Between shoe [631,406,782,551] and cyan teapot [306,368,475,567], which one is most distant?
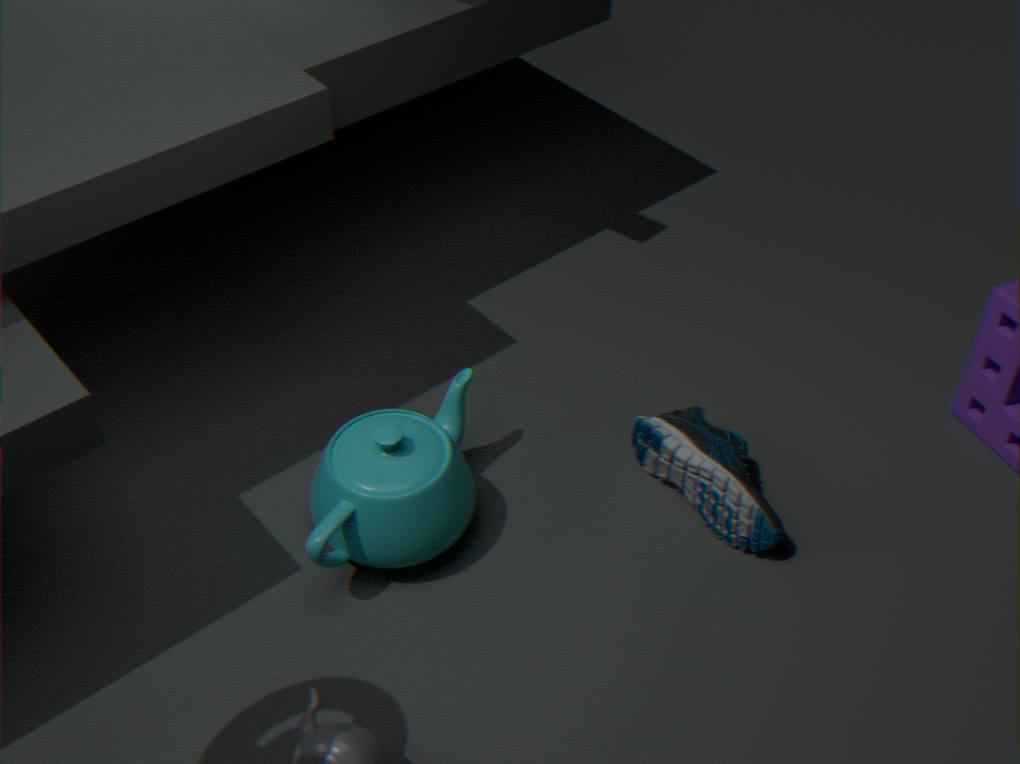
shoe [631,406,782,551]
